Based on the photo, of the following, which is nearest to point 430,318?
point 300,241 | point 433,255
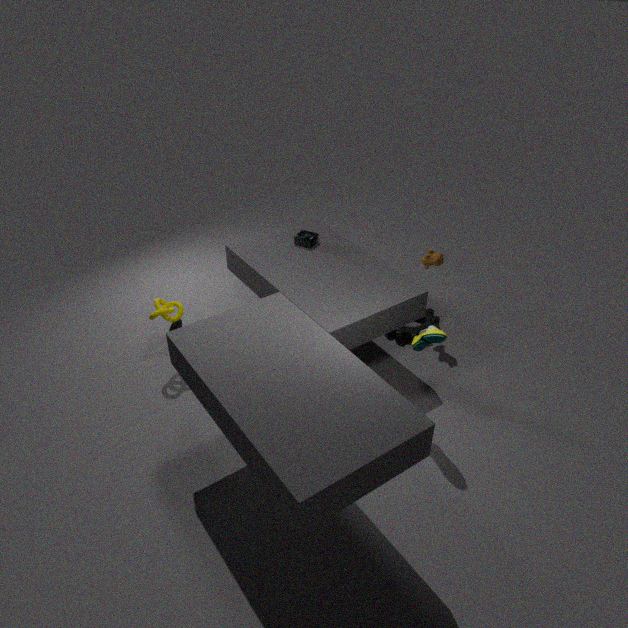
point 433,255
